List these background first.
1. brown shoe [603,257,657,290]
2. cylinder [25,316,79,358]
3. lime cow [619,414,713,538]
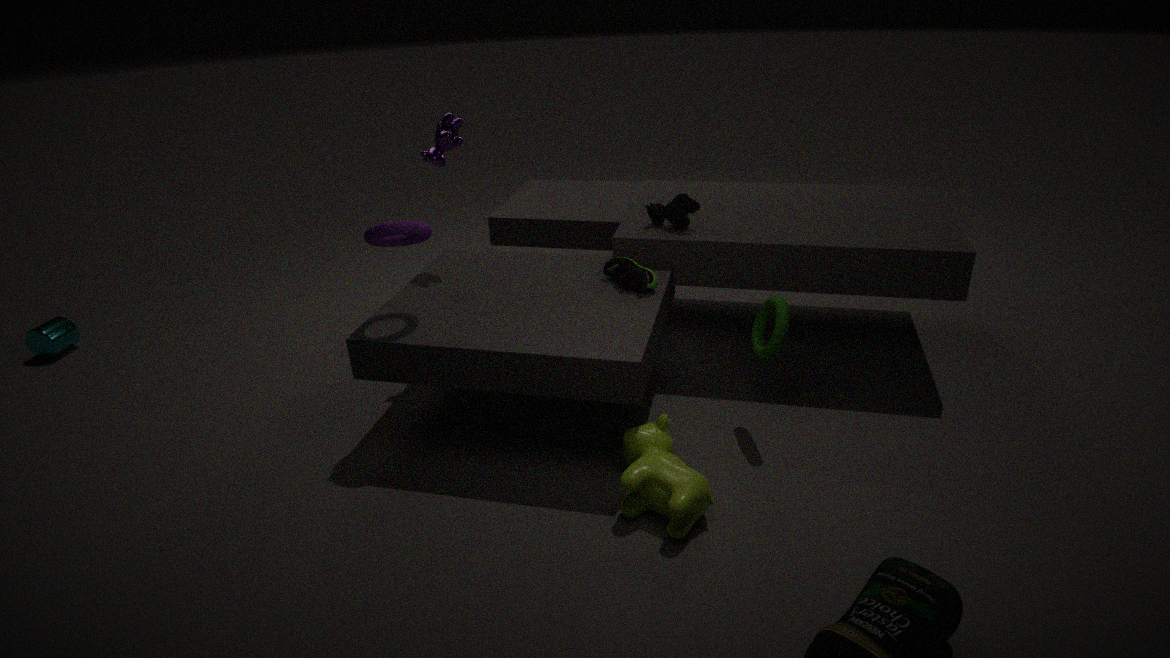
cylinder [25,316,79,358] < brown shoe [603,257,657,290] < lime cow [619,414,713,538]
